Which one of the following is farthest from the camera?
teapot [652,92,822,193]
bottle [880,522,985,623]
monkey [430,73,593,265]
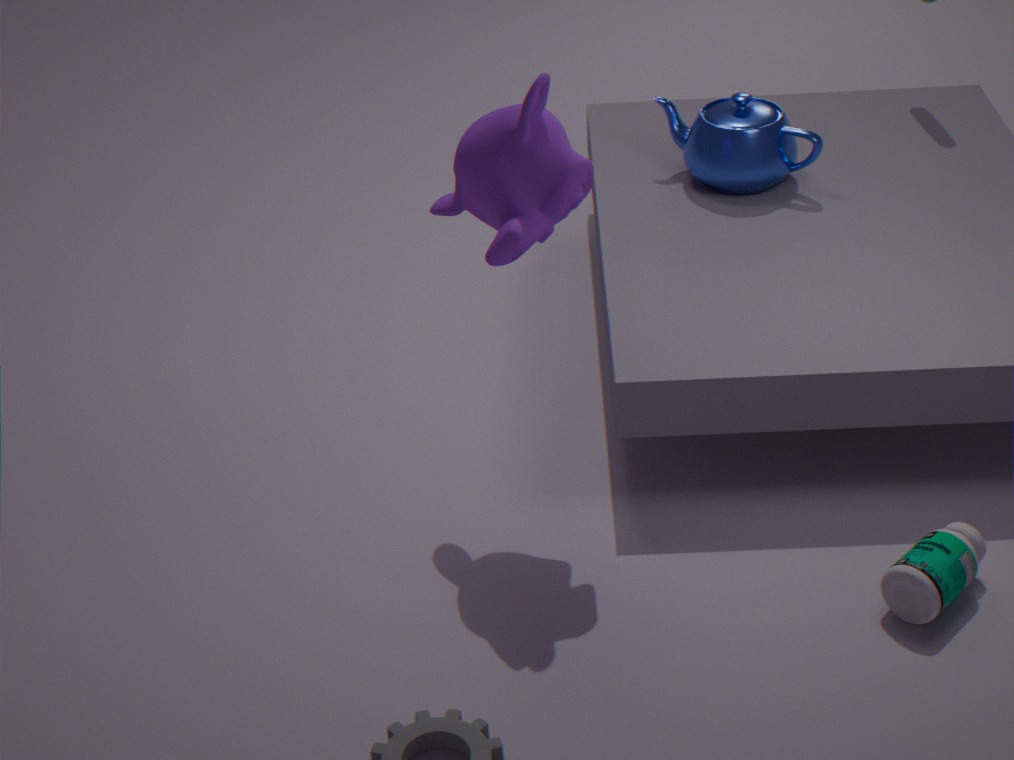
teapot [652,92,822,193]
